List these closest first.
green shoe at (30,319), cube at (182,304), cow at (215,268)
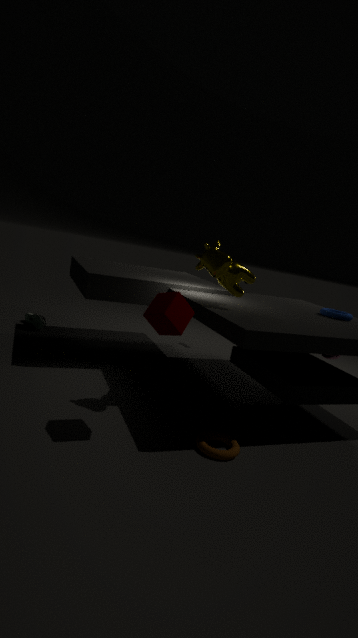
cube at (182,304) < cow at (215,268) < green shoe at (30,319)
